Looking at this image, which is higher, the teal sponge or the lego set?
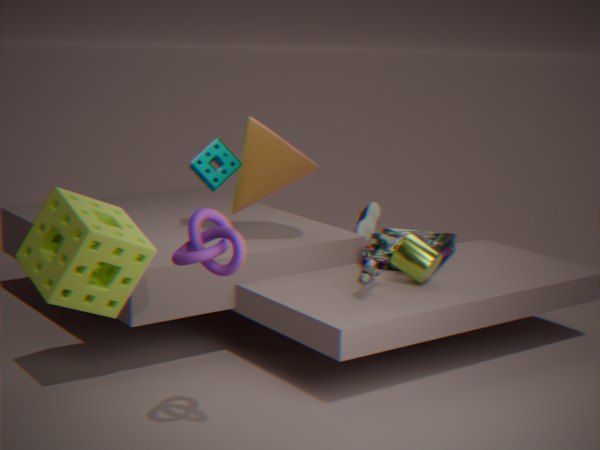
the teal sponge
